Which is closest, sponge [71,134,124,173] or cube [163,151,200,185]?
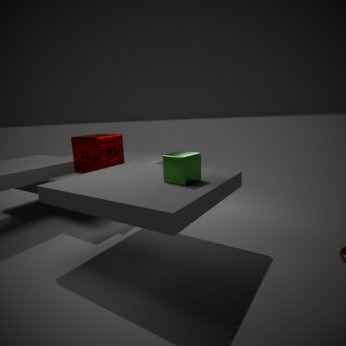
cube [163,151,200,185]
